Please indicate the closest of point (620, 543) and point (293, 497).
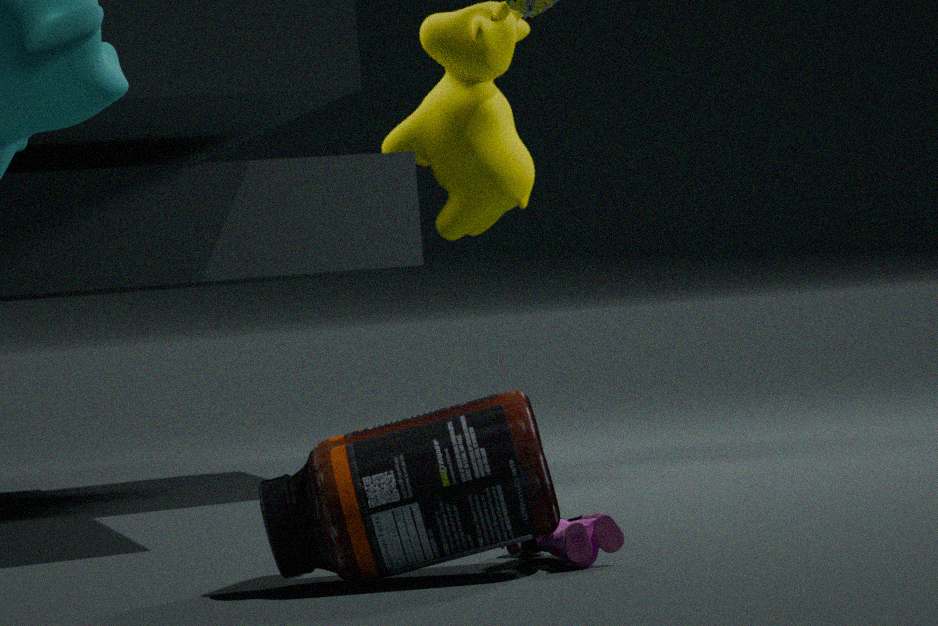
point (293, 497)
